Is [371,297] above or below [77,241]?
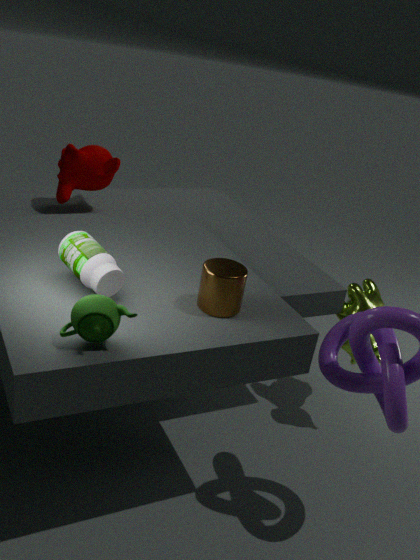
below
